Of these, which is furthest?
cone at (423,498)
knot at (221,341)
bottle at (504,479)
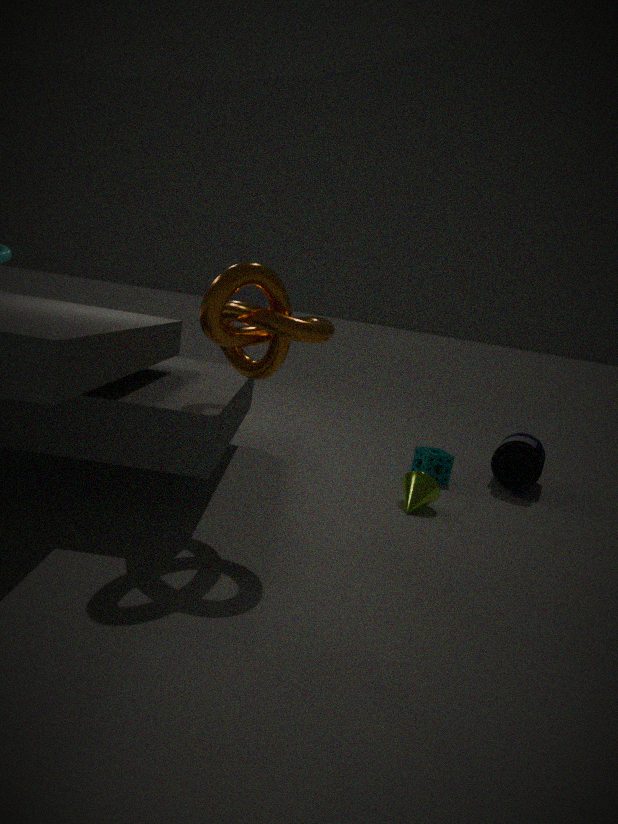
bottle at (504,479)
